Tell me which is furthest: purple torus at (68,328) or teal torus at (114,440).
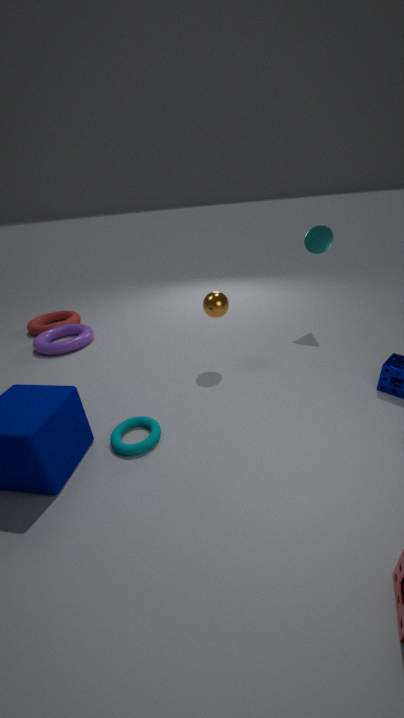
purple torus at (68,328)
